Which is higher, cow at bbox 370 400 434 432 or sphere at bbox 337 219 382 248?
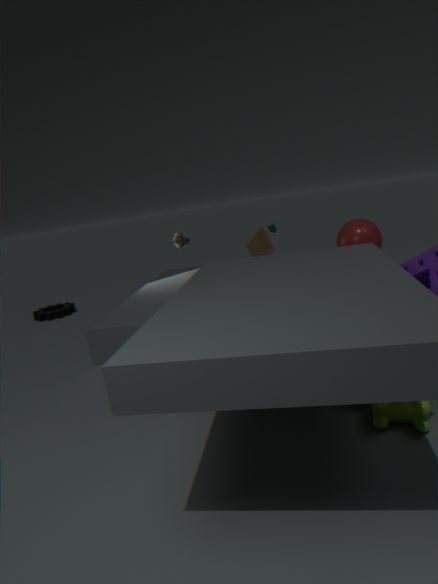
sphere at bbox 337 219 382 248
